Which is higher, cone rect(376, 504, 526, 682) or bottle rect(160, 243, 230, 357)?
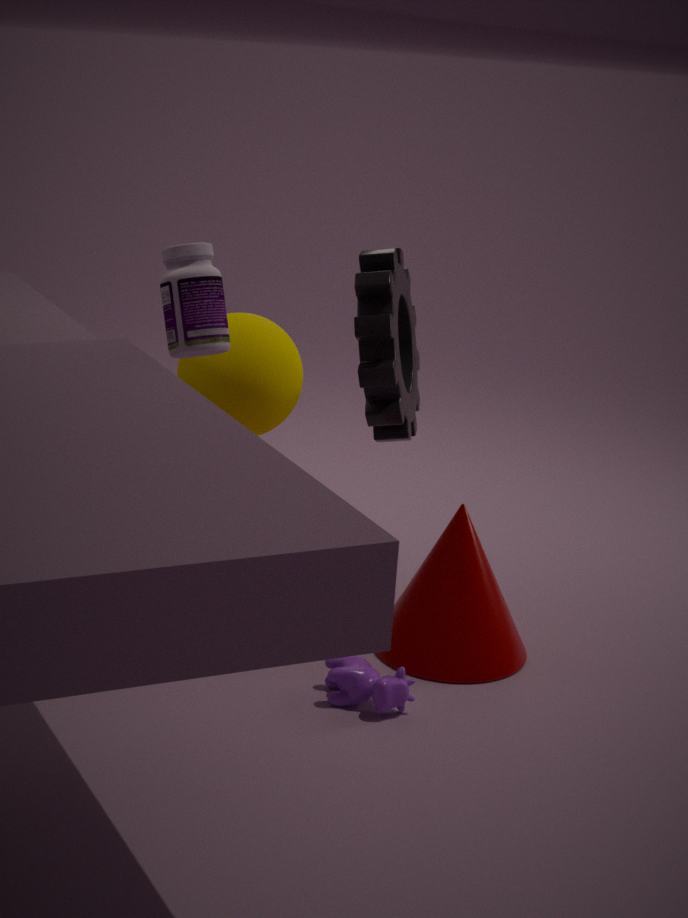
bottle rect(160, 243, 230, 357)
